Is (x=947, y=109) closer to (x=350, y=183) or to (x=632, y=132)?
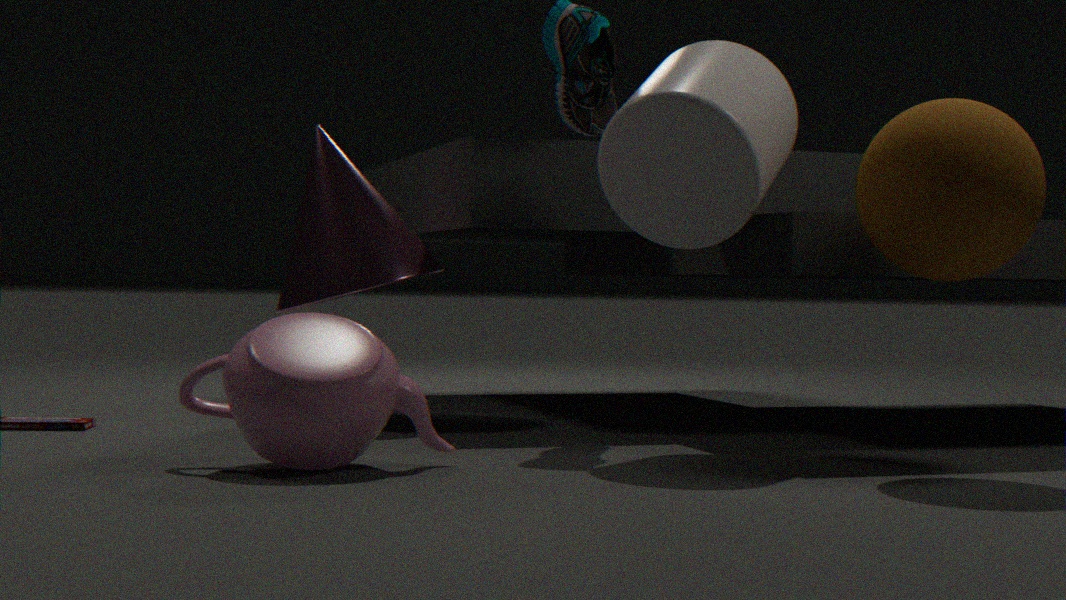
(x=632, y=132)
